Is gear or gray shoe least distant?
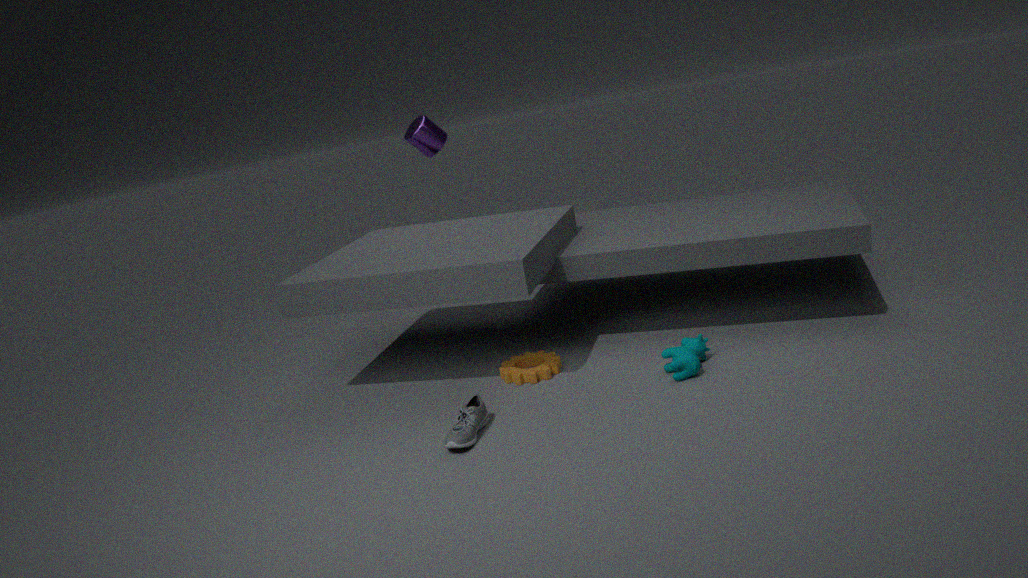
gray shoe
